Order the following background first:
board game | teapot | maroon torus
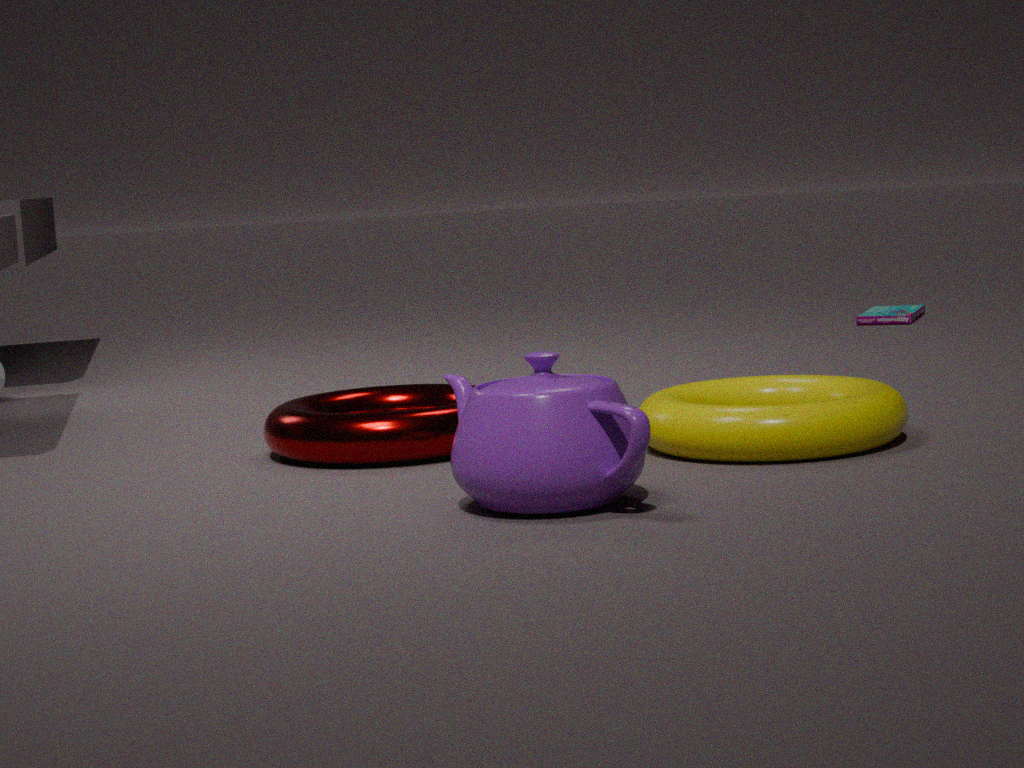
1. board game
2. maroon torus
3. teapot
